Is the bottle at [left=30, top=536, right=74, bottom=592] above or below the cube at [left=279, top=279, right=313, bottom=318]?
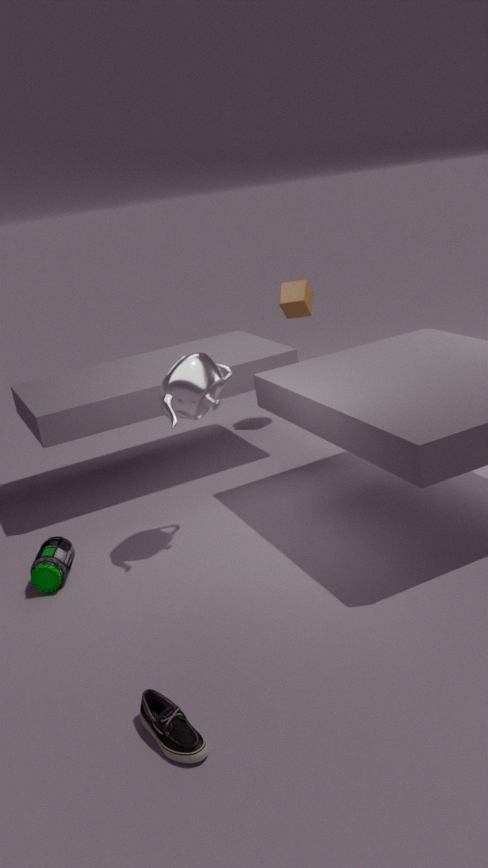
below
